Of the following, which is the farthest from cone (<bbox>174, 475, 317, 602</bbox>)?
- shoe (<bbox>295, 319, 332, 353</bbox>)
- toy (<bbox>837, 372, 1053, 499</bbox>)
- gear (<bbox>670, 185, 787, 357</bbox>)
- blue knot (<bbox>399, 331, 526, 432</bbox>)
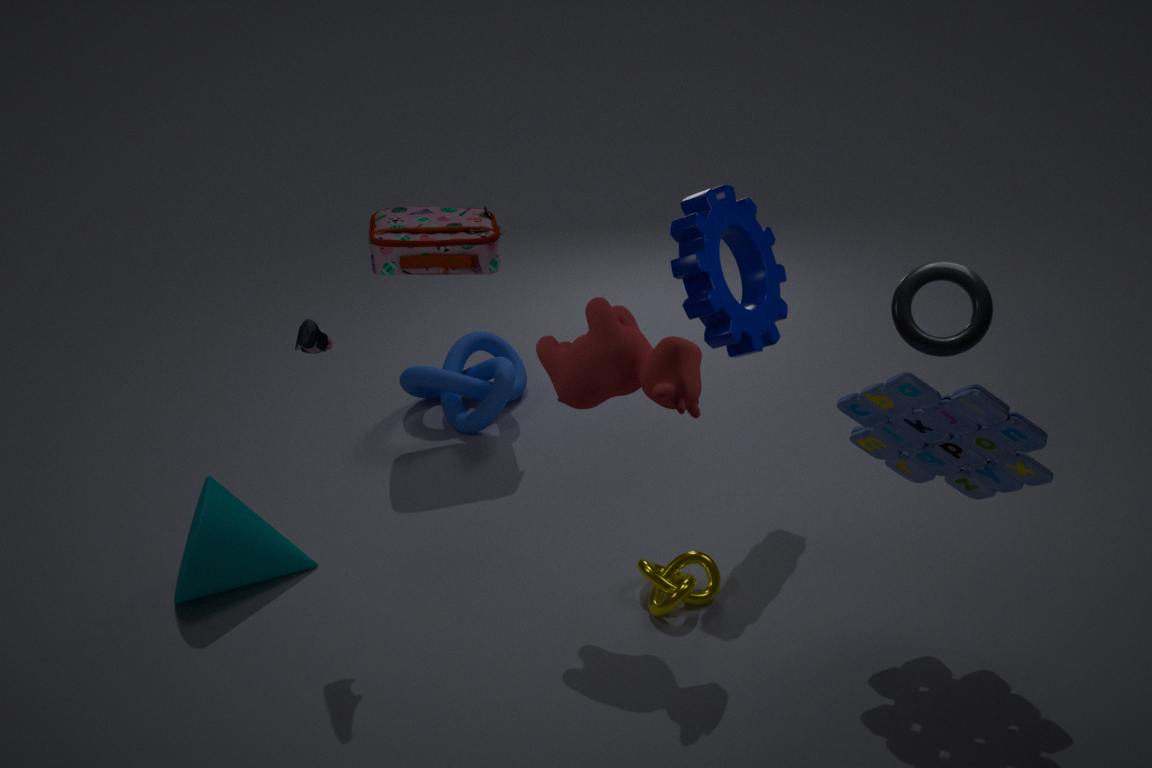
toy (<bbox>837, 372, 1053, 499</bbox>)
